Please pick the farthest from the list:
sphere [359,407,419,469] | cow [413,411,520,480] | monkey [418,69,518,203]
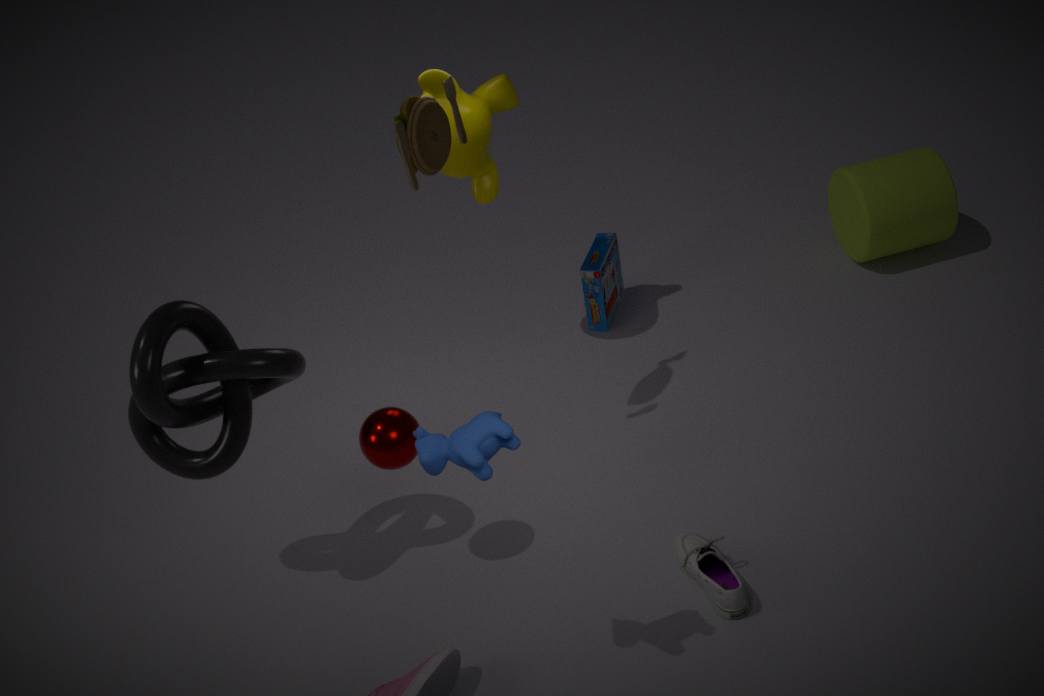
monkey [418,69,518,203]
